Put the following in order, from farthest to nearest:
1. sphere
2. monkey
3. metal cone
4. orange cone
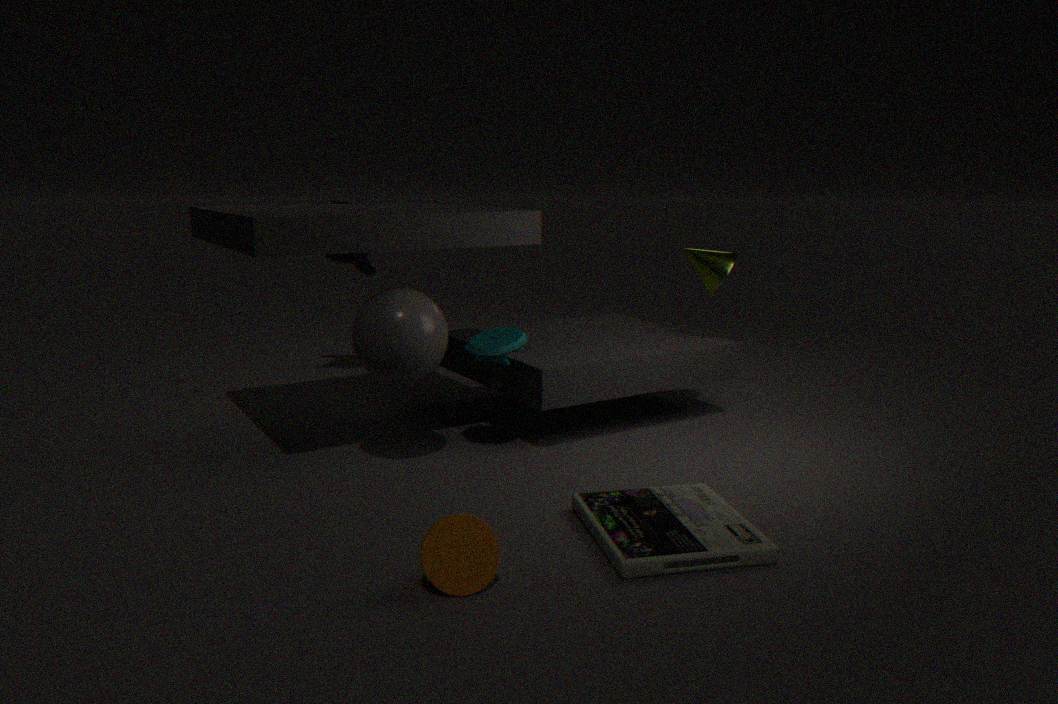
monkey
metal cone
sphere
orange cone
